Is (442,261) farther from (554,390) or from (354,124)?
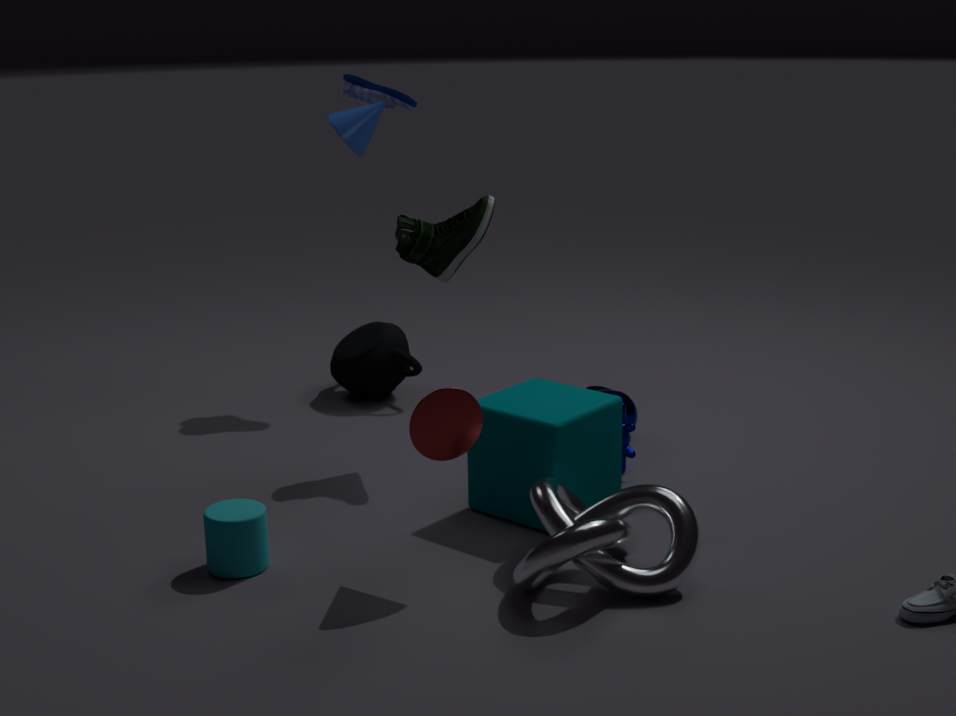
(354,124)
